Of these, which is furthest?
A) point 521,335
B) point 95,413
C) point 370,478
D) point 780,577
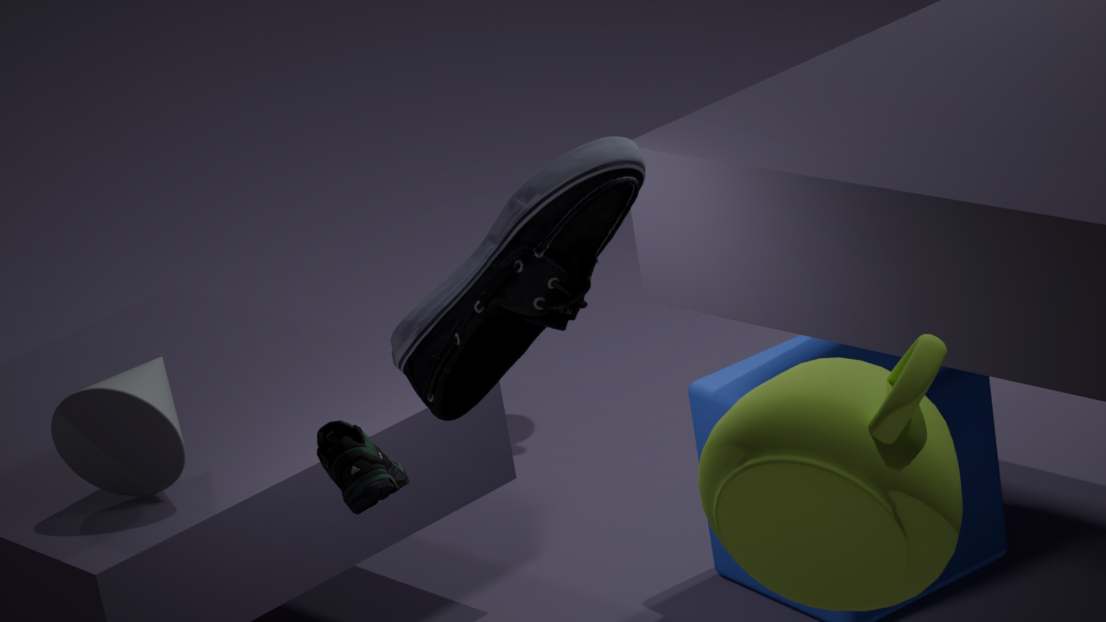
point 95,413
